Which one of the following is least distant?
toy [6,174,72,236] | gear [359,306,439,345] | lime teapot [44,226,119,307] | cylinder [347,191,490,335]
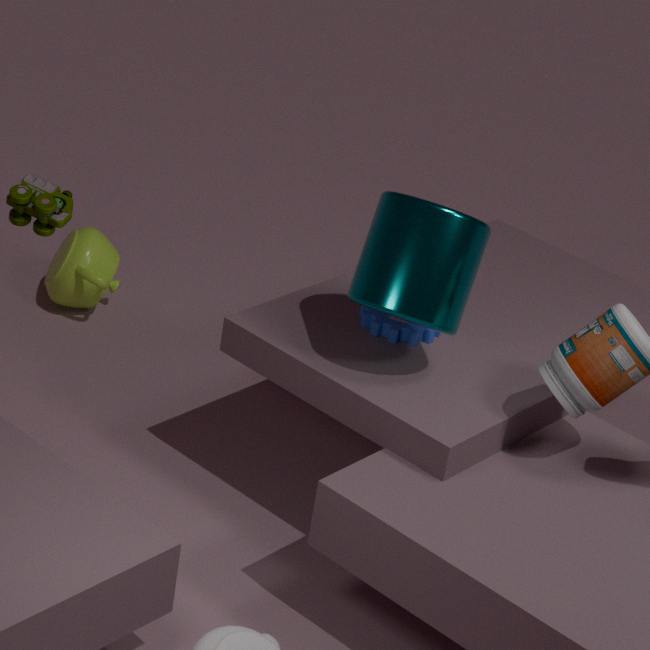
toy [6,174,72,236]
